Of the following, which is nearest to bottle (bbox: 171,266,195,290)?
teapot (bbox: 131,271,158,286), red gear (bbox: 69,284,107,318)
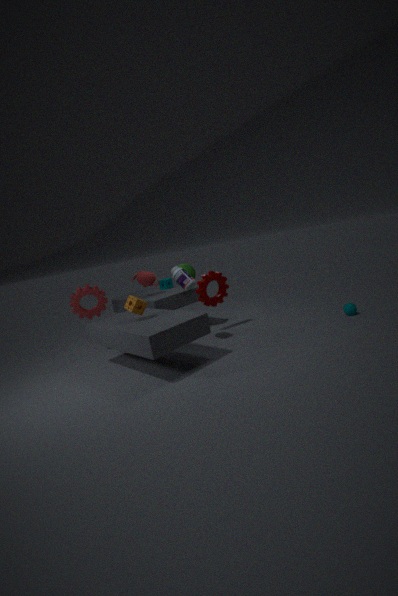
teapot (bbox: 131,271,158,286)
